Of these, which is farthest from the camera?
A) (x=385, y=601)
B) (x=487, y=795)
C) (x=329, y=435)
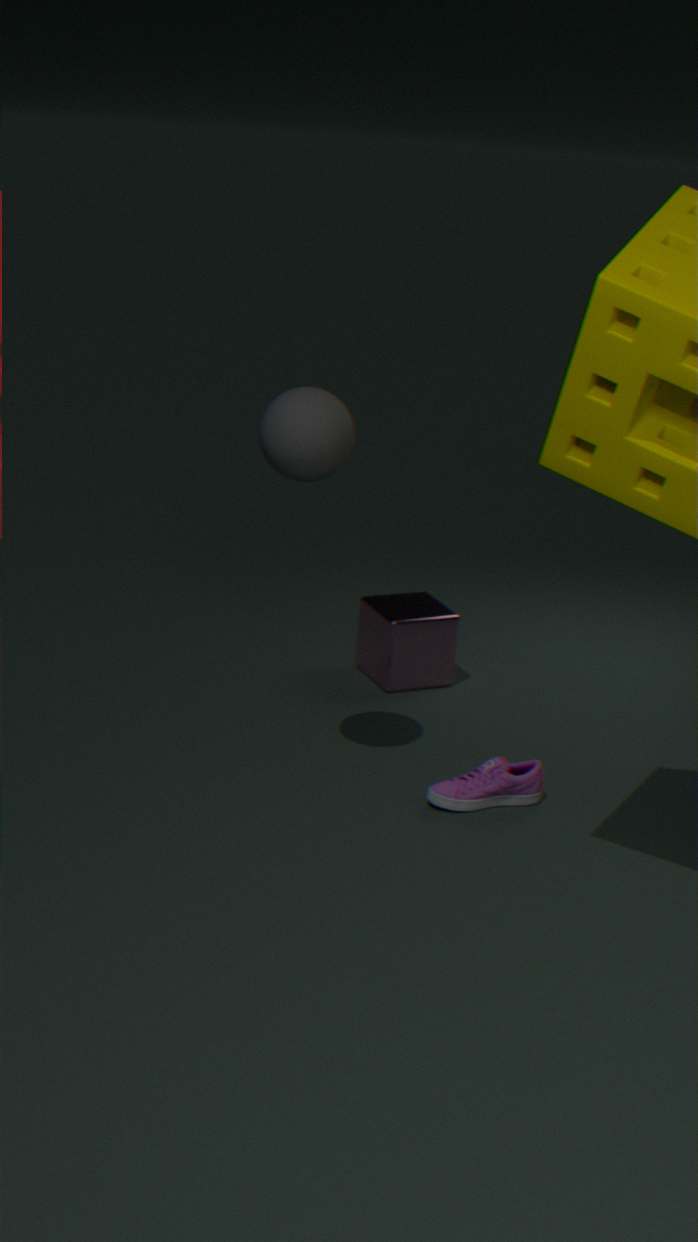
(x=385, y=601)
